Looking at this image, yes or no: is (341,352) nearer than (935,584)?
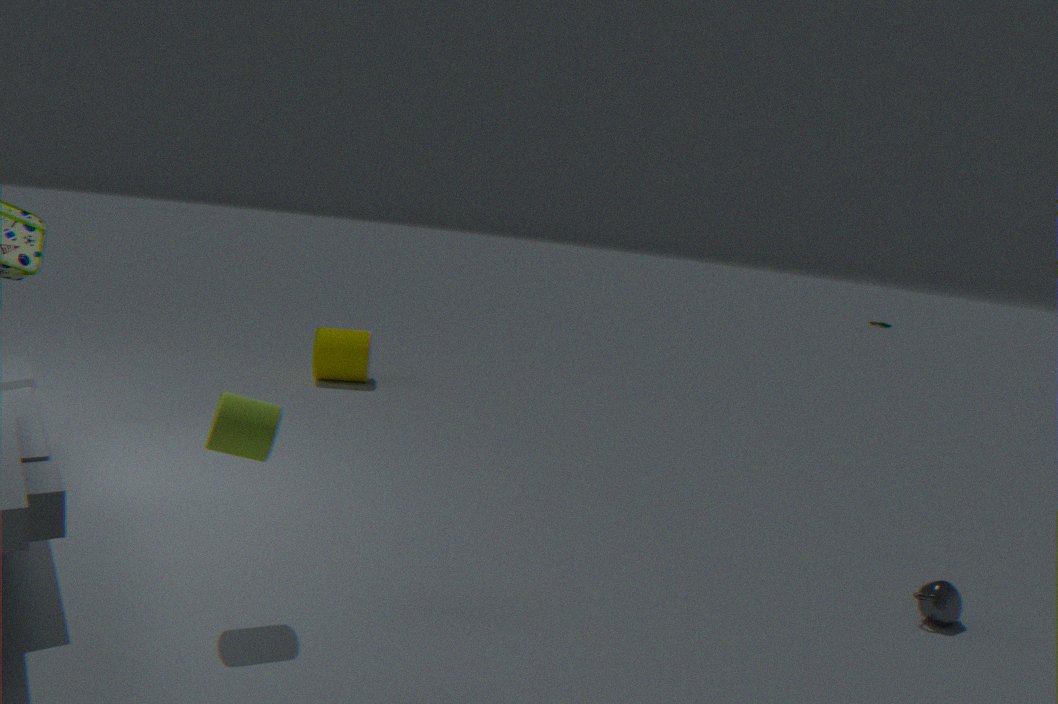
No
